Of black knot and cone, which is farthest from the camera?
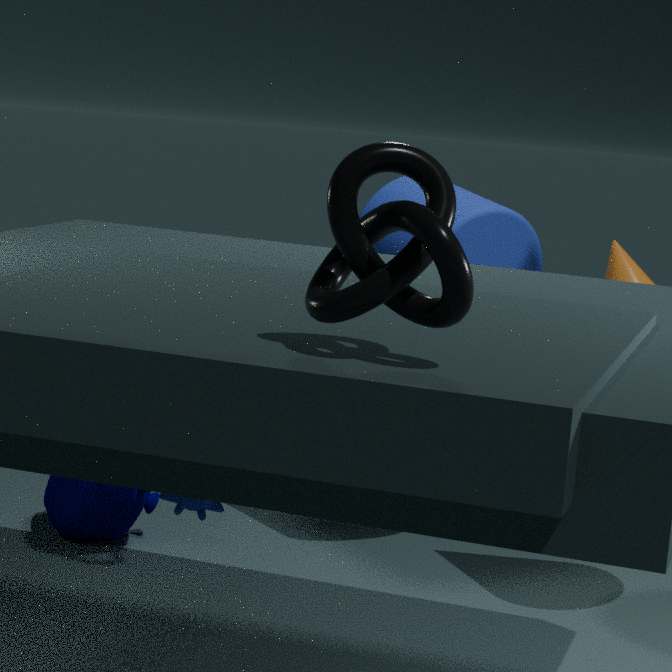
cone
